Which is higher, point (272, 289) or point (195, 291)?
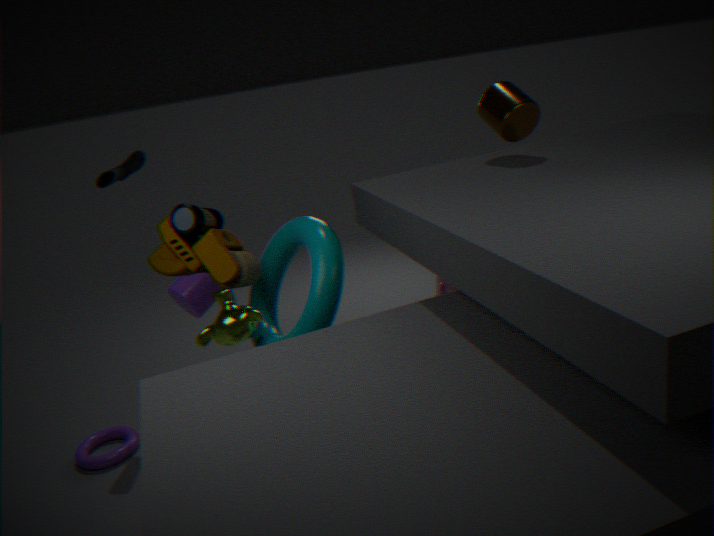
point (272, 289)
